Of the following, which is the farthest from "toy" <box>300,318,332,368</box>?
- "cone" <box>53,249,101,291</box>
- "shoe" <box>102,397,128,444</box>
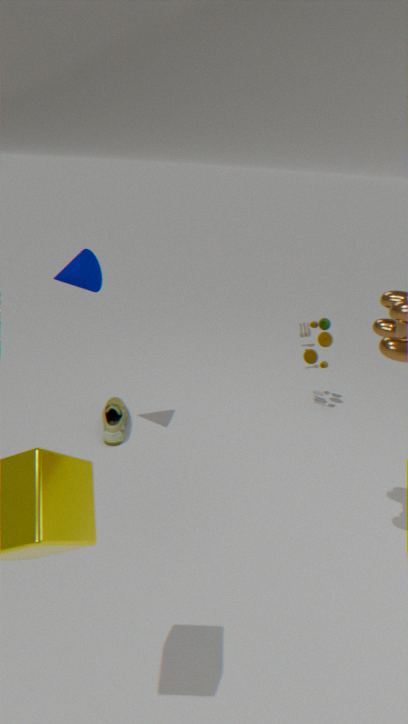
"cone" <box>53,249,101,291</box>
